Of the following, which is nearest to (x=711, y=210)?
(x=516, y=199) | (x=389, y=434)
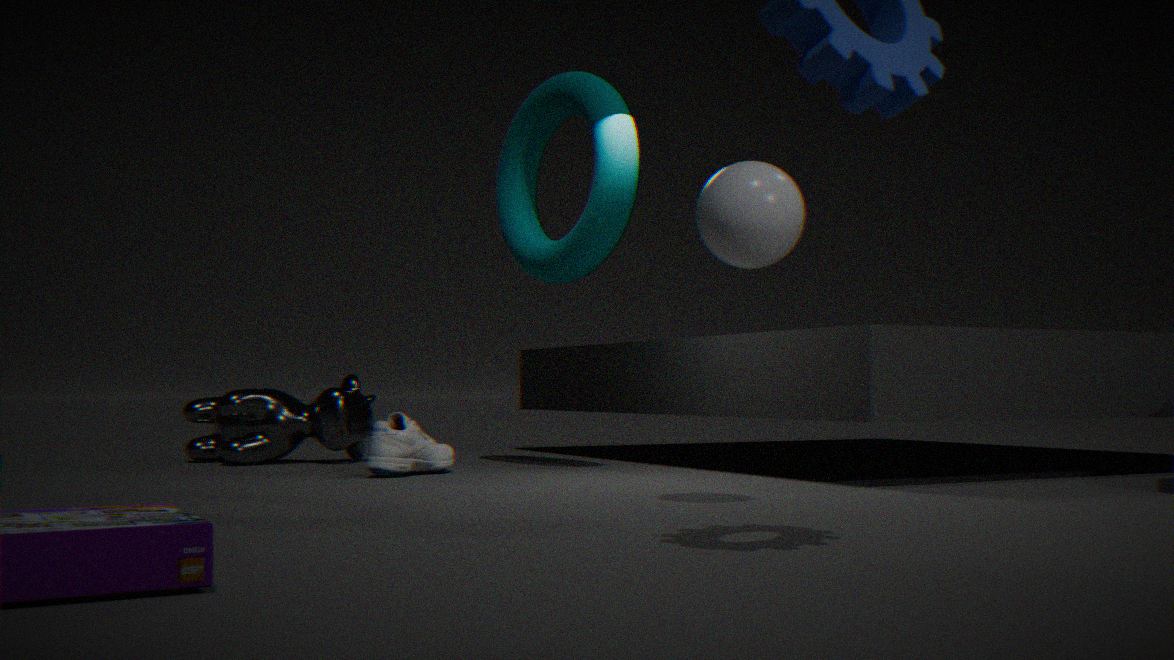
(x=516, y=199)
